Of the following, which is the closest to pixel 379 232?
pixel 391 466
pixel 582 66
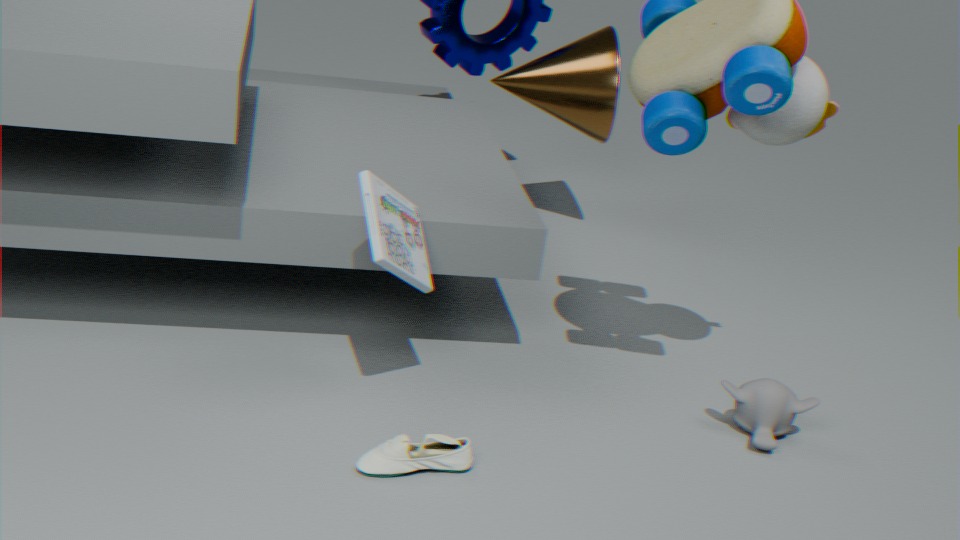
pixel 391 466
